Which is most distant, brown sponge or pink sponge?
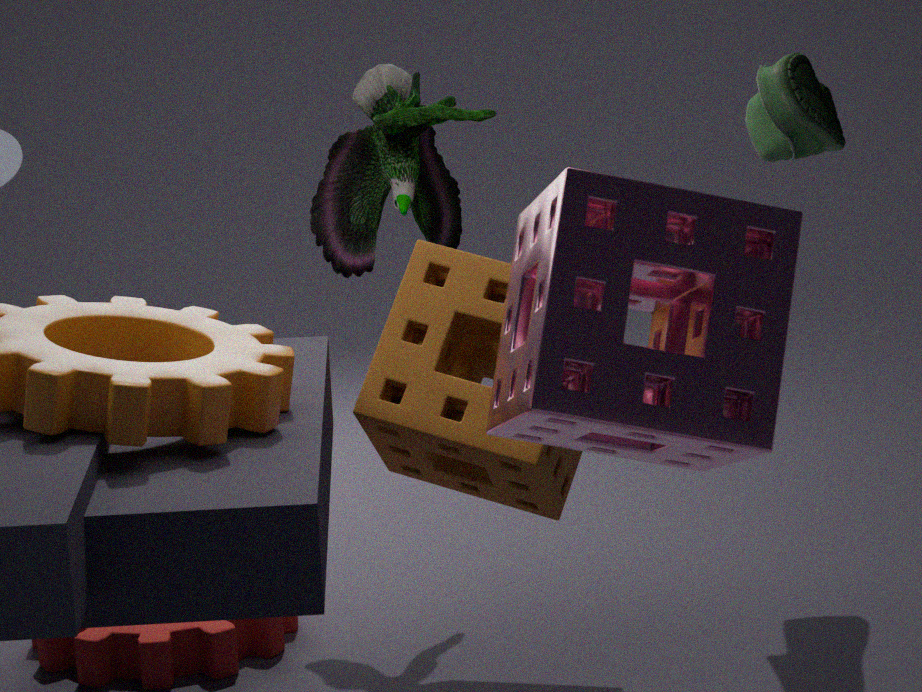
brown sponge
